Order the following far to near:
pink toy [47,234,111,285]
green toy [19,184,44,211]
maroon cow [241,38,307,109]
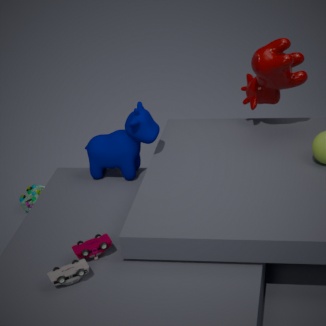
green toy [19,184,44,211]
maroon cow [241,38,307,109]
pink toy [47,234,111,285]
